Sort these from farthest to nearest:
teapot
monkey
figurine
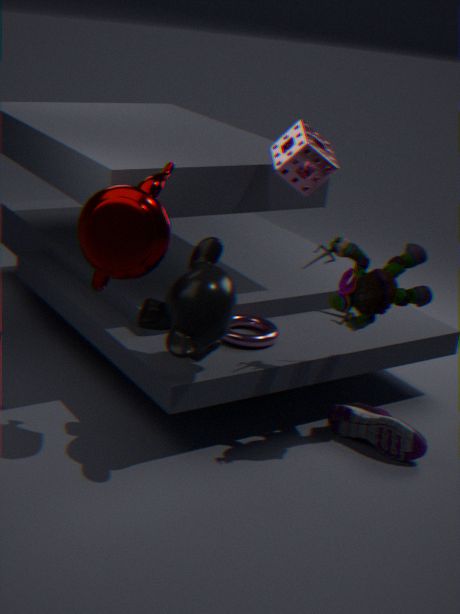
figurine
monkey
teapot
